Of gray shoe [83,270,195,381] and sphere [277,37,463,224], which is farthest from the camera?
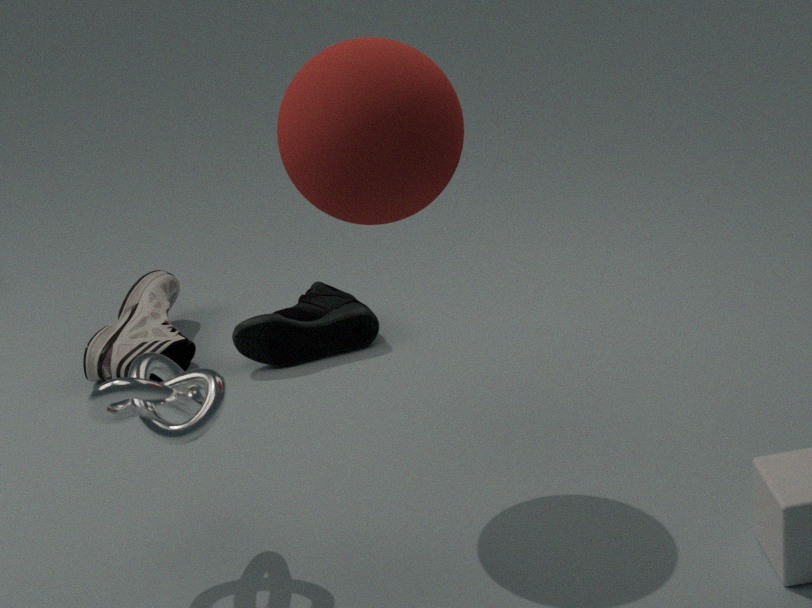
gray shoe [83,270,195,381]
